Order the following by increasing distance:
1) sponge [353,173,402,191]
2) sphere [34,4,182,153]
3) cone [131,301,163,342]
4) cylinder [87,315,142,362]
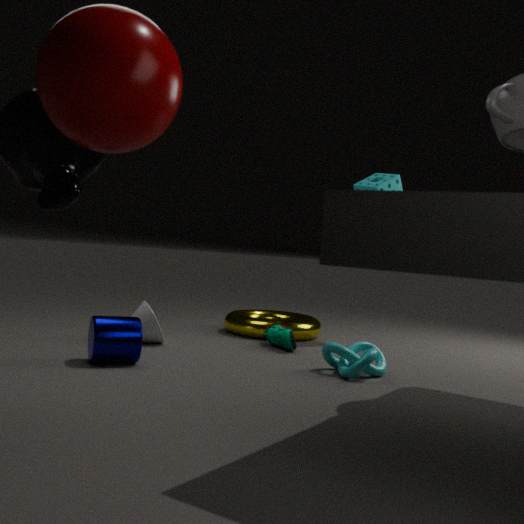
2. sphere [34,4,182,153] → 4. cylinder [87,315,142,362] → 3. cone [131,301,163,342] → 1. sponge [353,173,402,191]
